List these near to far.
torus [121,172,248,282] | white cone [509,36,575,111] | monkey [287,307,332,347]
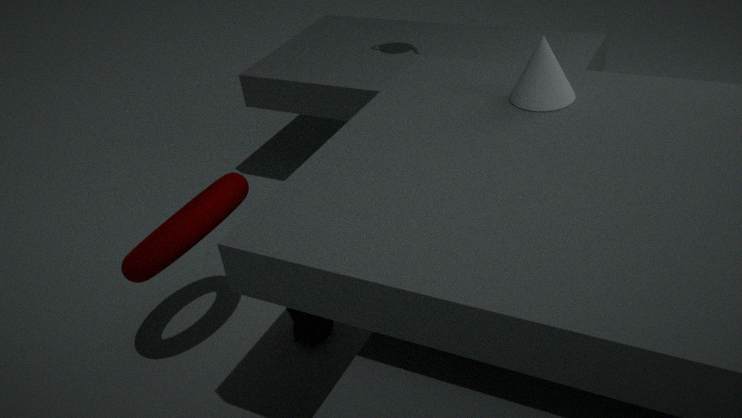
torus [121,172,248,282]
white cone [509,36,575,111]
monkey [287,307,332,347]
